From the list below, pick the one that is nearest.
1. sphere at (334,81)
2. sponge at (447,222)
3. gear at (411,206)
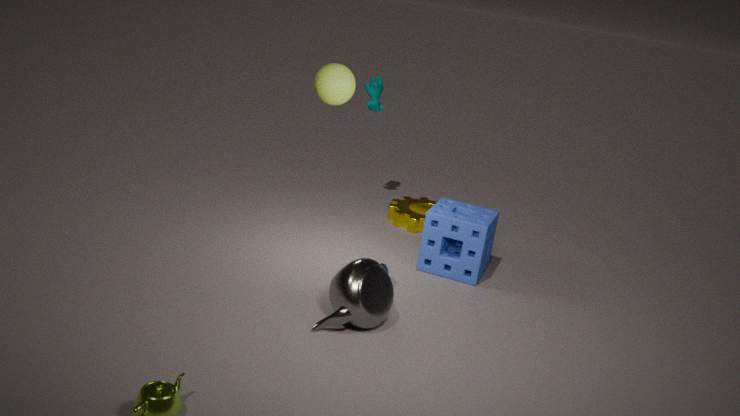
sphere at (334,81)
